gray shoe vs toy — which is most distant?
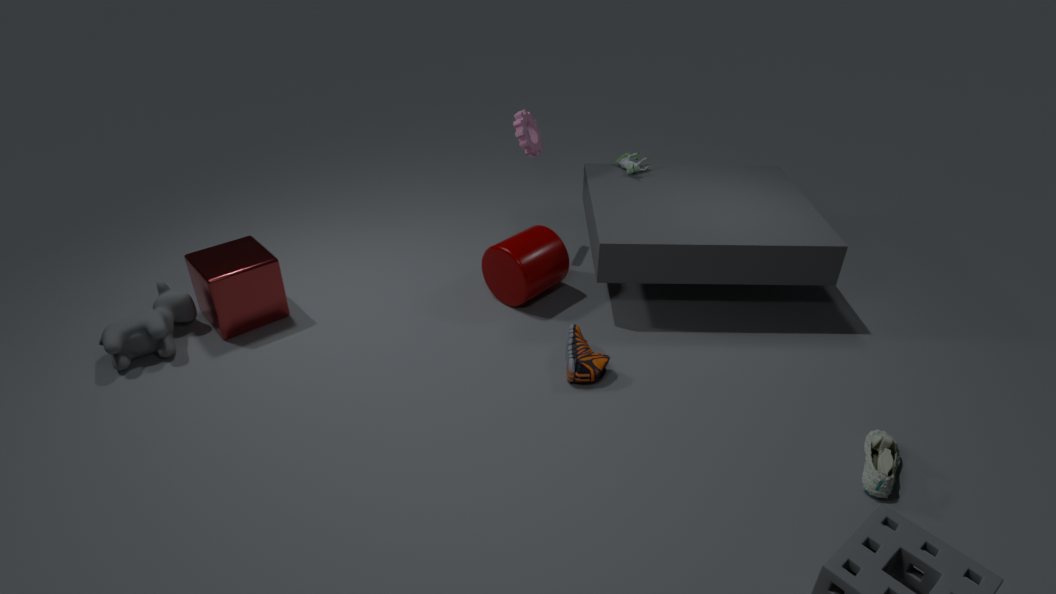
toy
